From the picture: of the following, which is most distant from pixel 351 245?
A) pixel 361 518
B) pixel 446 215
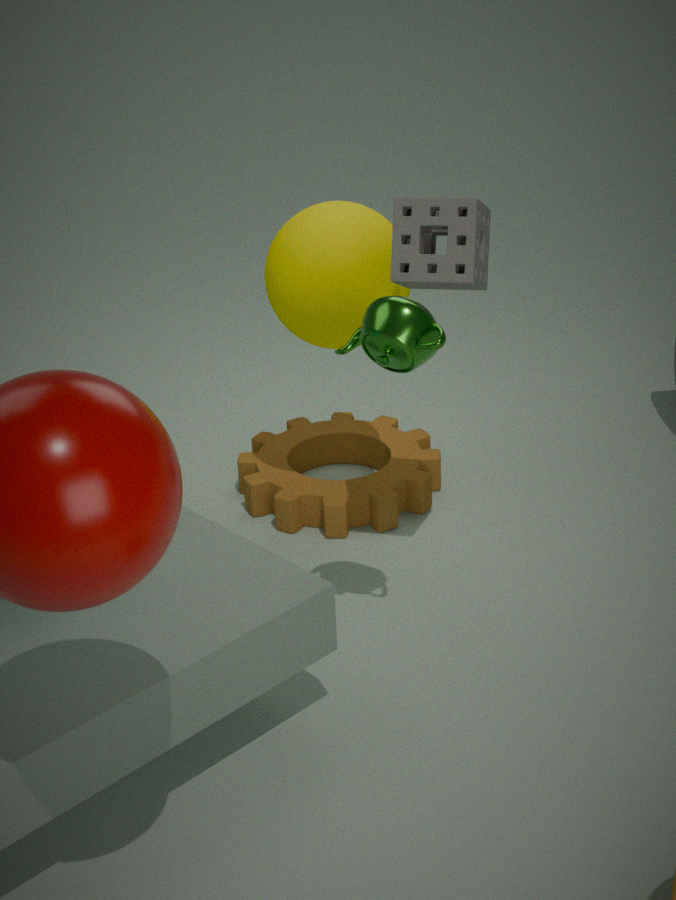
pixel 361 518
